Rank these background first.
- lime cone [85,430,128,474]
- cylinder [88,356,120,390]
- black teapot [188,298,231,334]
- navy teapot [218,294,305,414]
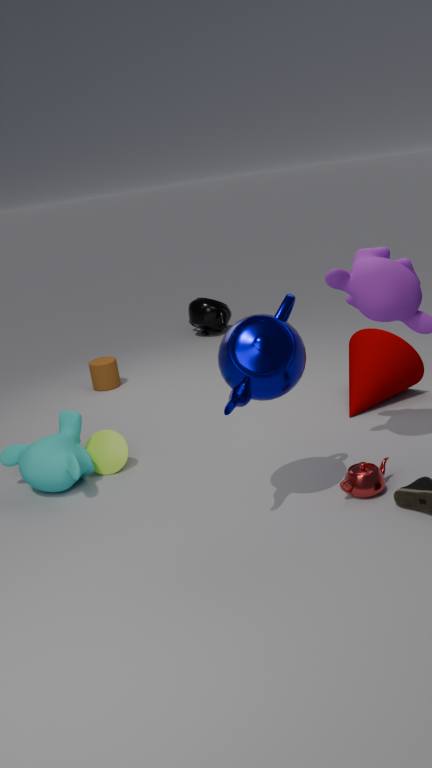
black teapot [188,298,231,334] < cylinder [88,356,120,390] < lime cone [85,430,128,474] < navy teapot [218,294,305,414]
